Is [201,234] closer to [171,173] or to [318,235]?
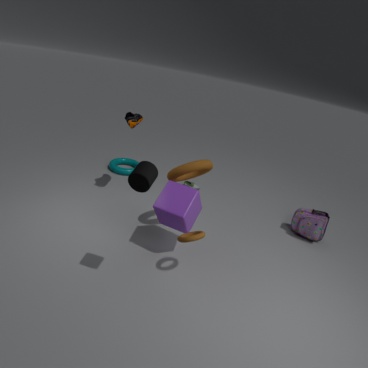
[171,173]
